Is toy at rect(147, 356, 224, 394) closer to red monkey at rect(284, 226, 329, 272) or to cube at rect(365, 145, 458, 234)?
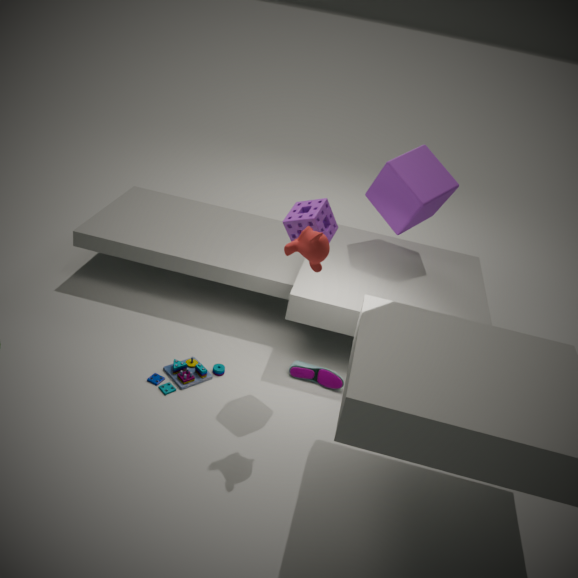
red monkey at rect(284, 226, 329, 272)
